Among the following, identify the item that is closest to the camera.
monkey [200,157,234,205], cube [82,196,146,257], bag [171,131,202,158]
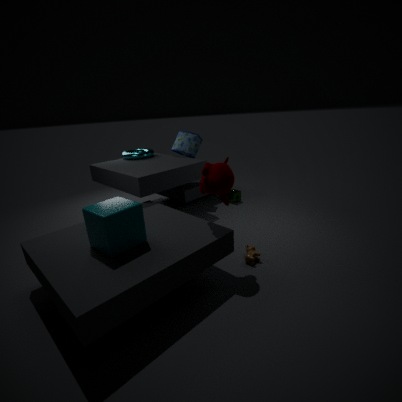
cube [82,196,146,257]
